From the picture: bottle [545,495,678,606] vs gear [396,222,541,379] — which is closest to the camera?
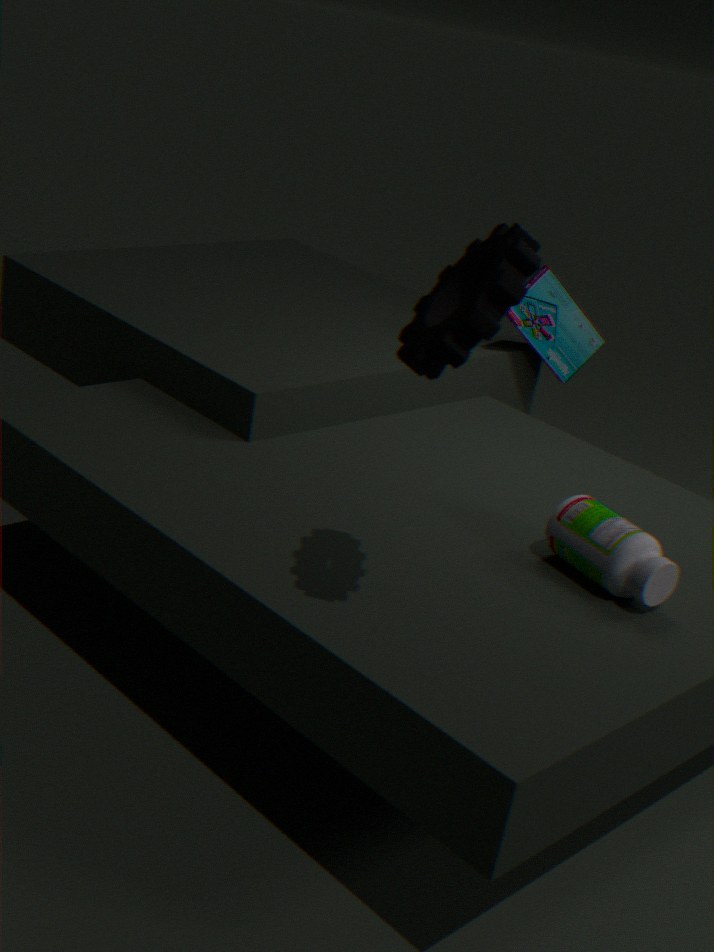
gear [396,222,541,379]
